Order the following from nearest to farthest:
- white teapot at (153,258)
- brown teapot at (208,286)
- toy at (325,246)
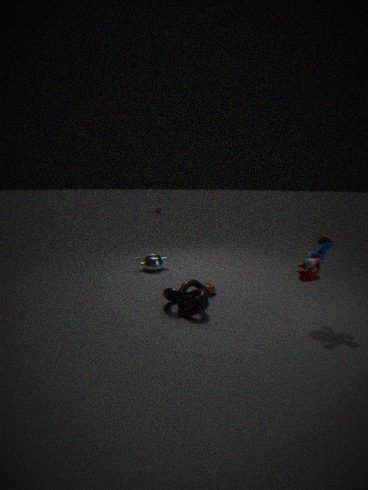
toy at (325,246)
brown teapot at (208,286)
white teapot at (153,258)
